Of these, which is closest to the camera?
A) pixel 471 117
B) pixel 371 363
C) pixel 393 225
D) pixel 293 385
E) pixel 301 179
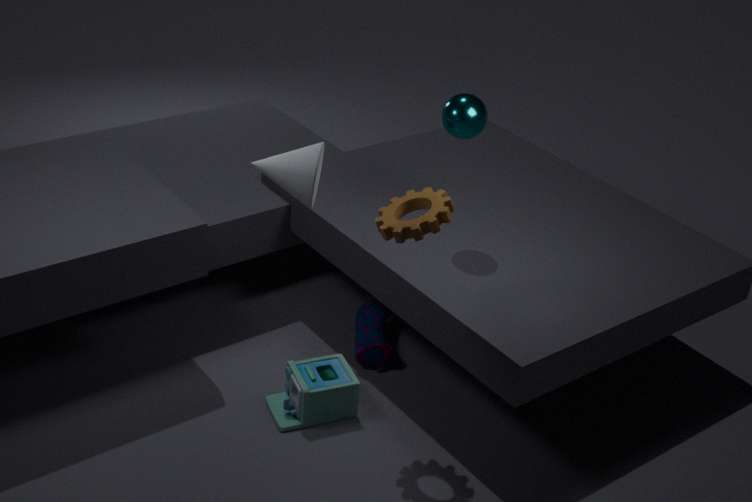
pixel 301 179
